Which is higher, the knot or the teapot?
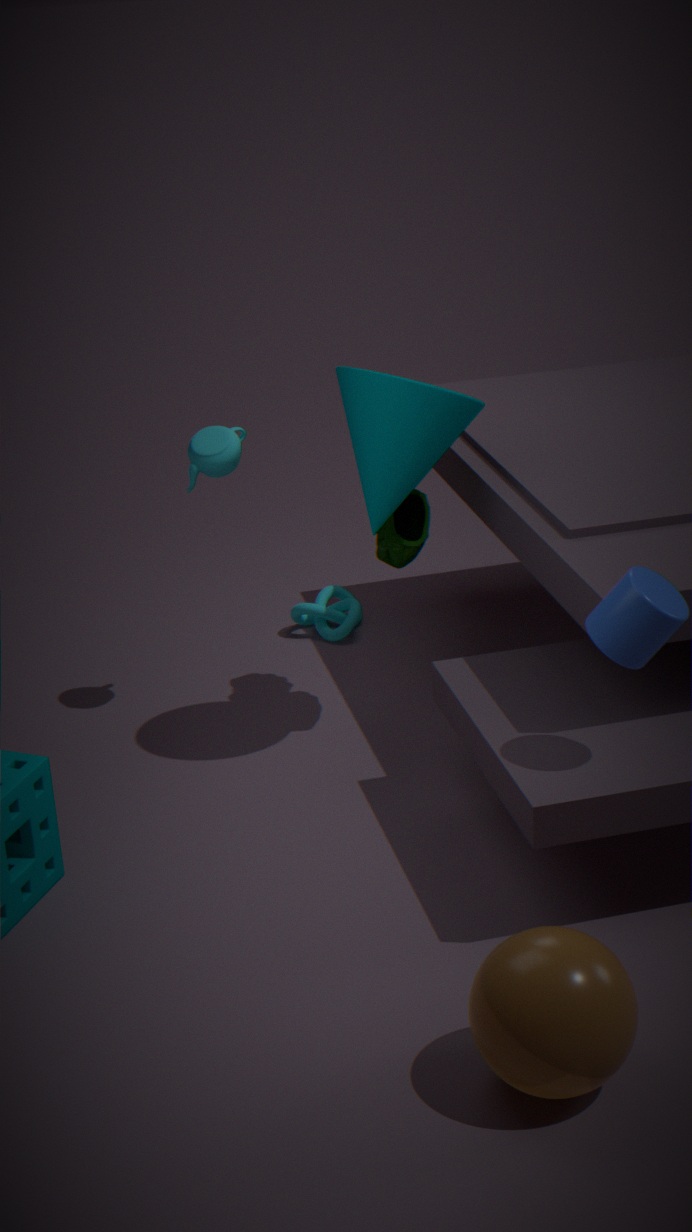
the teapot
